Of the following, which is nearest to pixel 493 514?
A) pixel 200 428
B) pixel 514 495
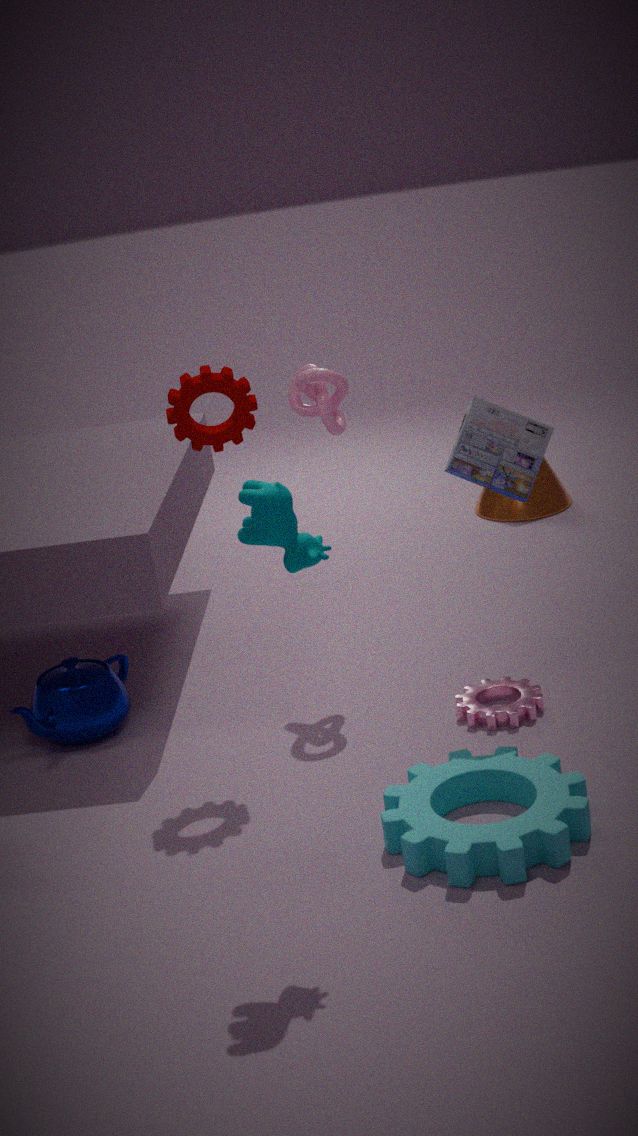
pixel 514 495
